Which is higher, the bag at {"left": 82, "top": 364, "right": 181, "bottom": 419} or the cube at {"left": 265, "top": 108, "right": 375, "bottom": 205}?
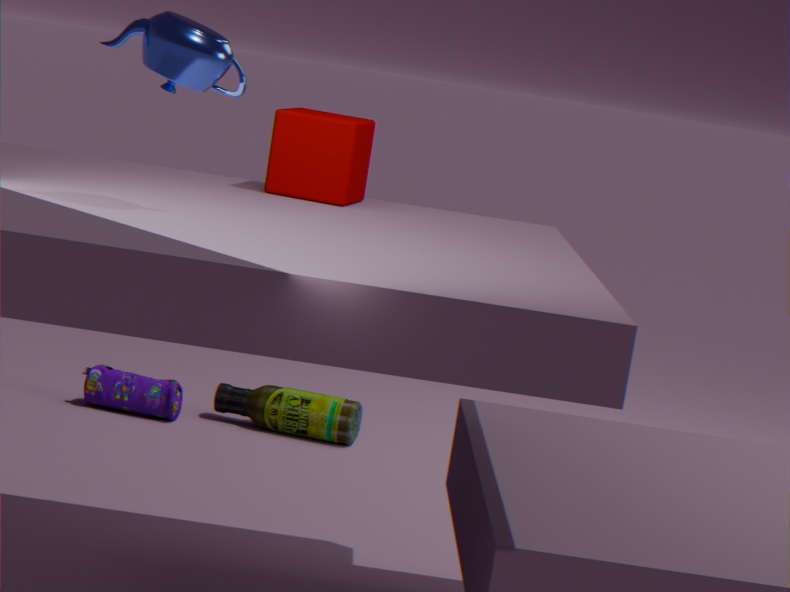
the cube at {"left": 265, "top": 108, "right": 375, "bottom": 205}
